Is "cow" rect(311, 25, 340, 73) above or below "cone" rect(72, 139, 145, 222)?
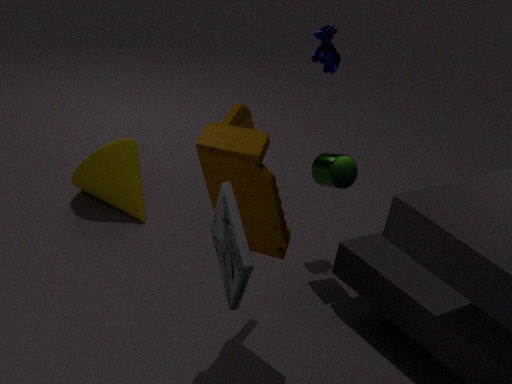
above
